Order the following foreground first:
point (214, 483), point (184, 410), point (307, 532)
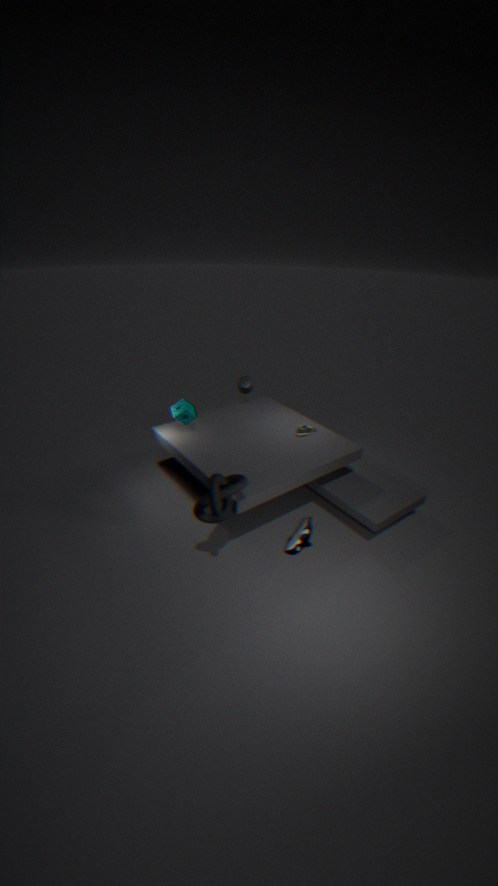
1. point (214, 483)
2. point (307, 532)
3. point (184, 410)
